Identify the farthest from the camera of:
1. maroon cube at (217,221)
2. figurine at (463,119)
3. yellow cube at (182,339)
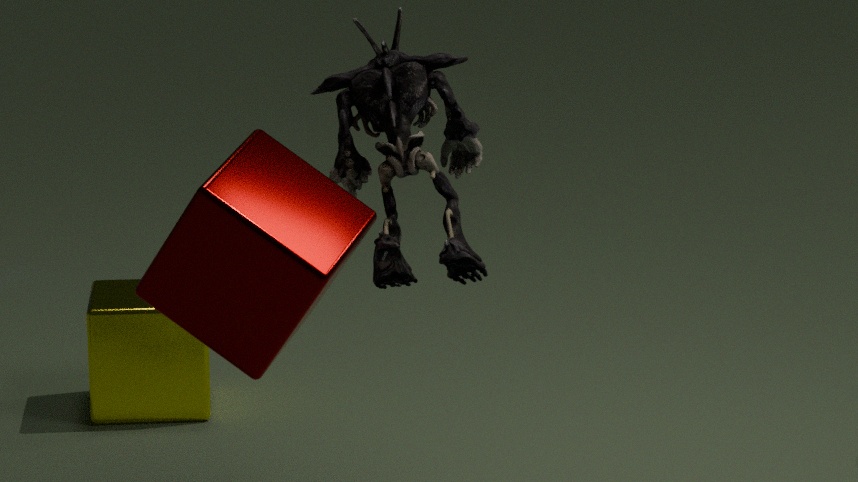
yellow cube at (182,339)
